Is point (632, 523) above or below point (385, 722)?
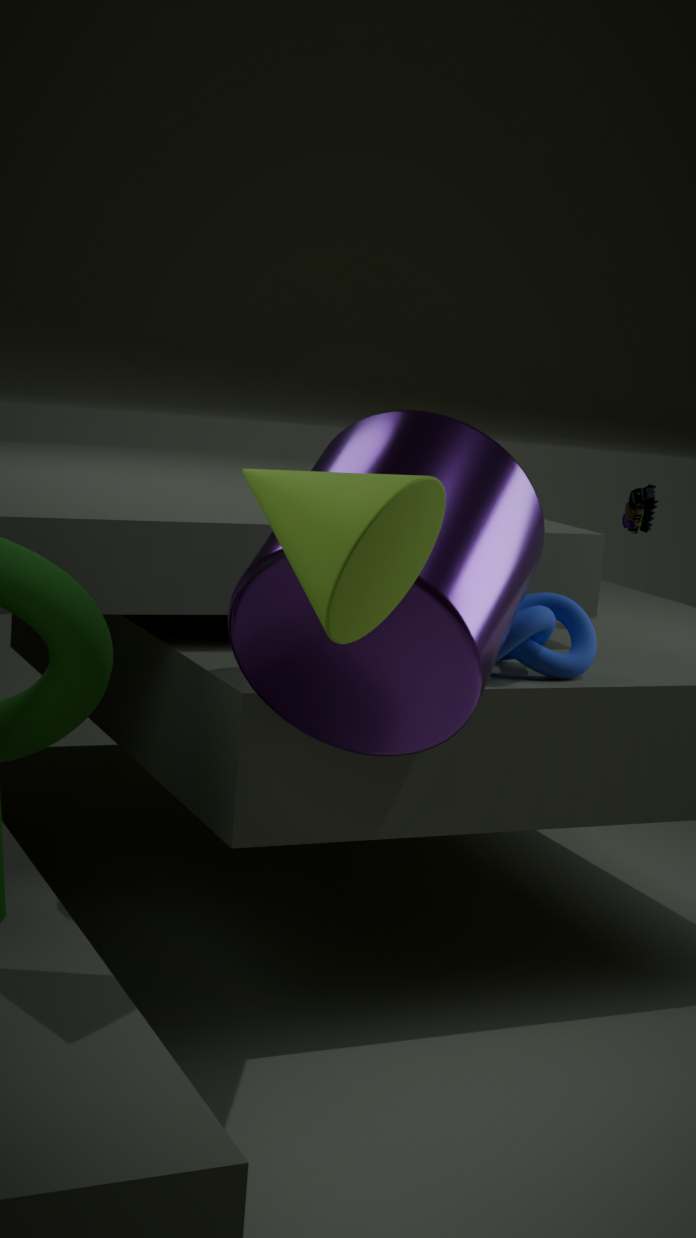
above
